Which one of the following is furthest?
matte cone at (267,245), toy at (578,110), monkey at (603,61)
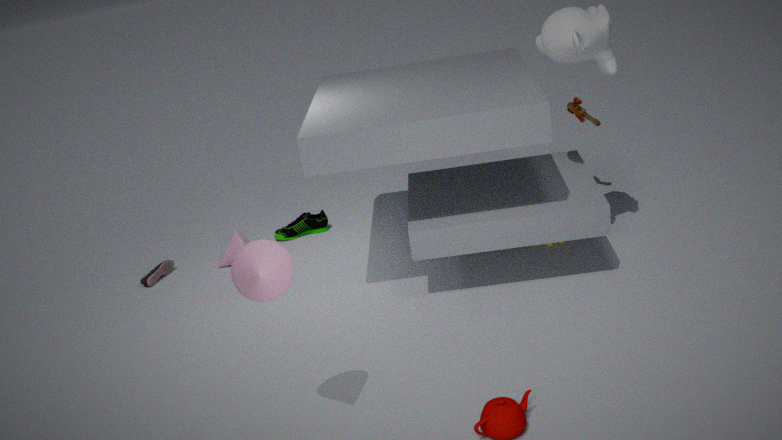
toy at (578,110)
